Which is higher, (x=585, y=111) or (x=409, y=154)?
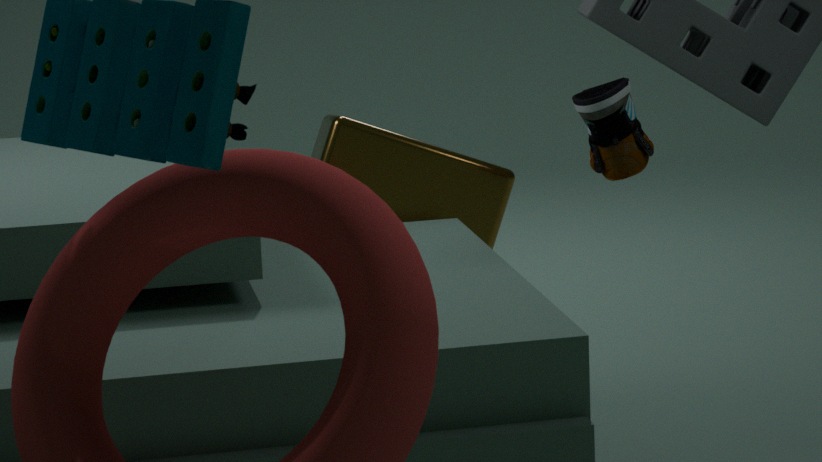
(x=585, y=111)
